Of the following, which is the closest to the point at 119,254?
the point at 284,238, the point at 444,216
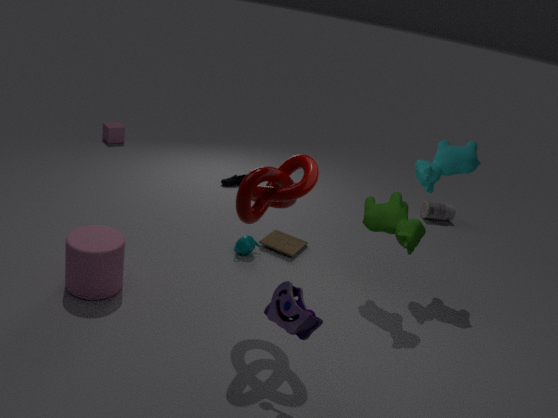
the point at 284,238
